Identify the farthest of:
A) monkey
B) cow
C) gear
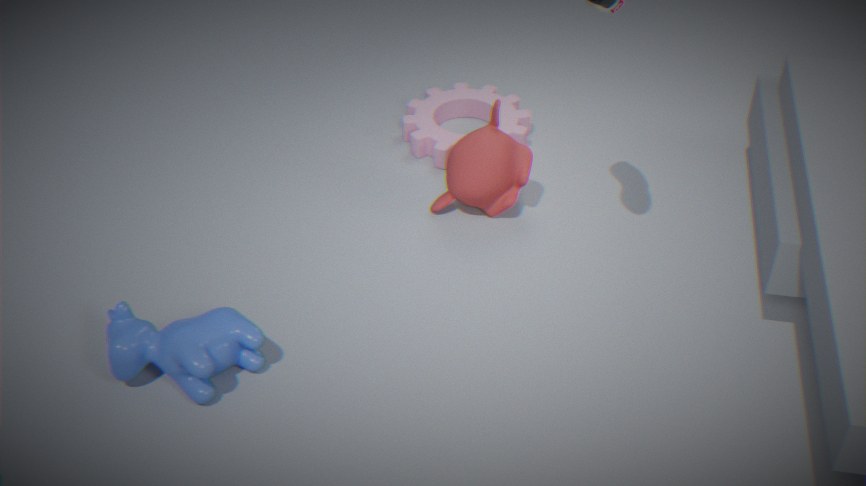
gear
